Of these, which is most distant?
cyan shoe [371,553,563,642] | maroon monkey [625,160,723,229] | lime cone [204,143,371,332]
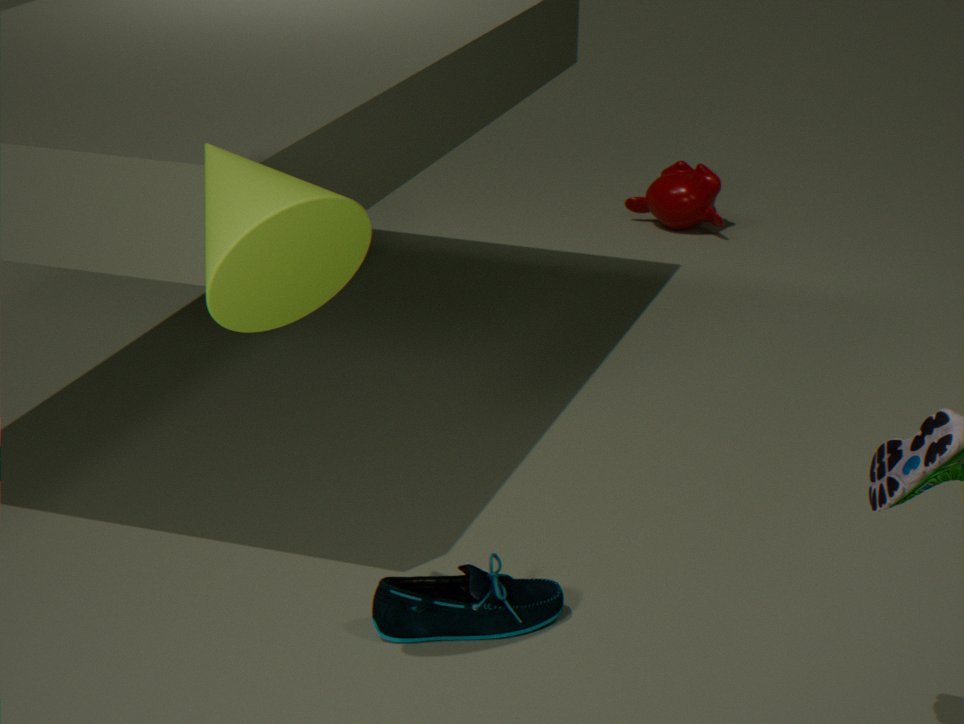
maroon monkey [625,160,723,229]
